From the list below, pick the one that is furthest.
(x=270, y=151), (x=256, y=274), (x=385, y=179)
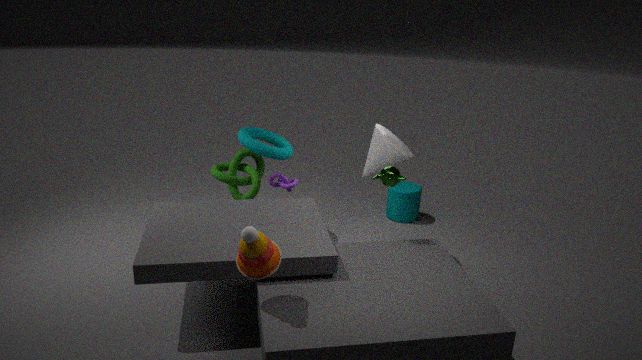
(x=270, y=151)
